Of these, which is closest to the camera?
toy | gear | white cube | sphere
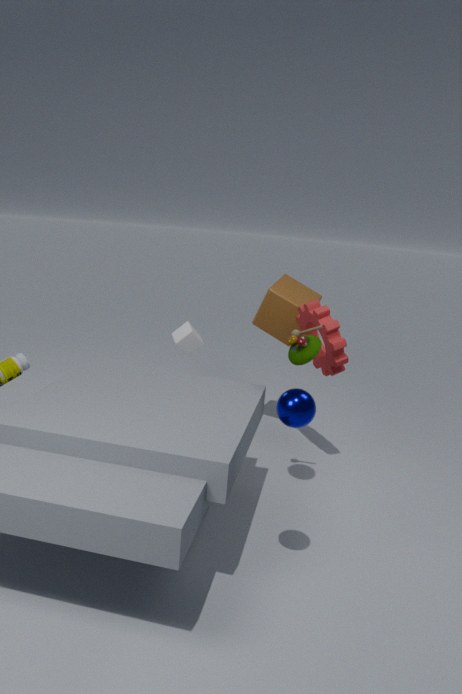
sphere
